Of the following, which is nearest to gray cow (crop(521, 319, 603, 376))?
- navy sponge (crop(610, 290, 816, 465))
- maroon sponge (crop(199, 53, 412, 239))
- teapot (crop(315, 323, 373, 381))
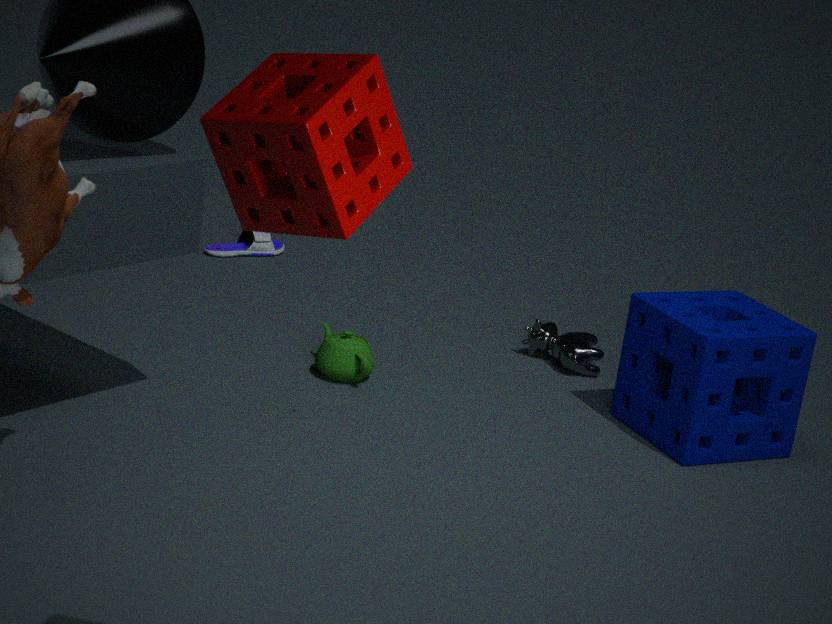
navy sponge (crop(610, 290, 816, 465))
